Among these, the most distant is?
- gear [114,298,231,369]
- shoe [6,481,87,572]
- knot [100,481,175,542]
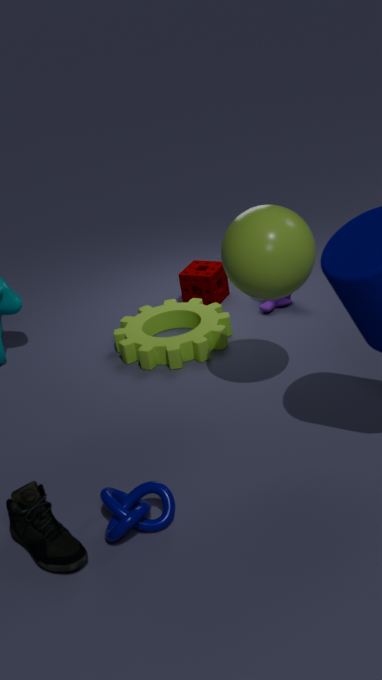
gear [114,298,231,369]
